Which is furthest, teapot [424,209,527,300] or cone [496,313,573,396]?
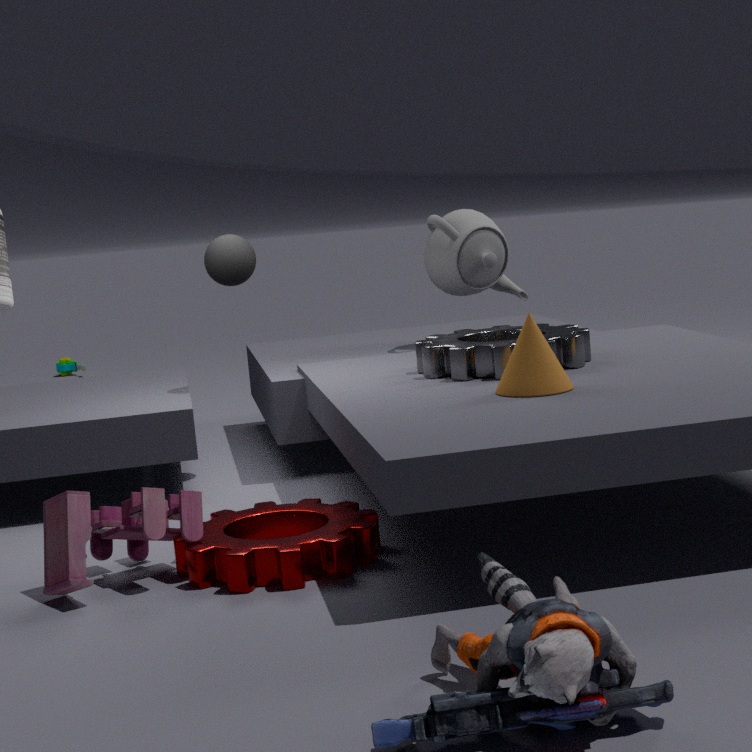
teapot [424,209,527,300]
